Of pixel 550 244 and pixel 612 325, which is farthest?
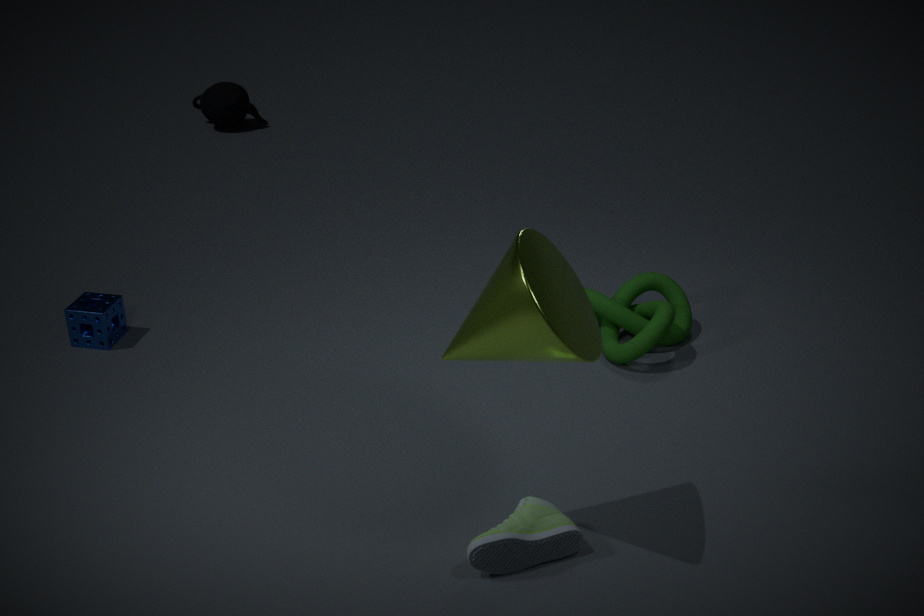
pixel 612 325
